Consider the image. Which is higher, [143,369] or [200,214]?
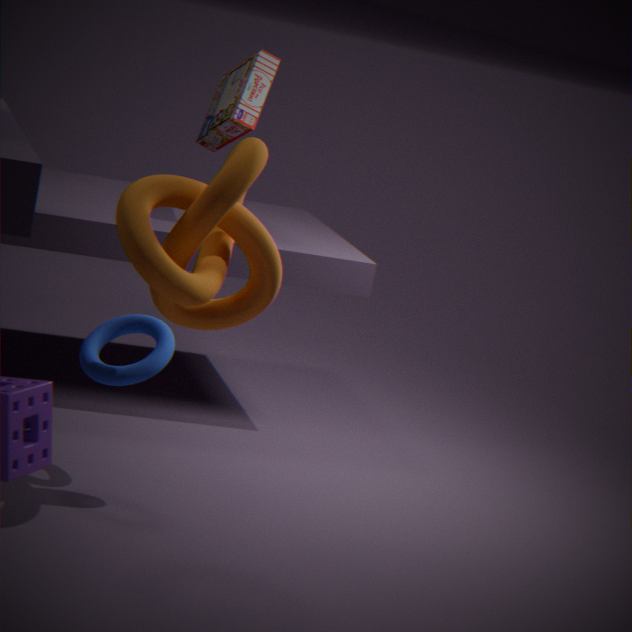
[200,214]
